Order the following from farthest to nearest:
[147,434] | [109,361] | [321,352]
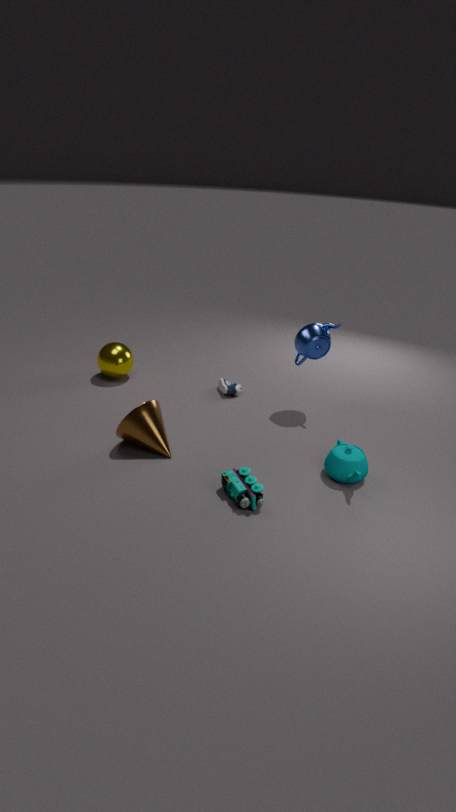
[109,361], [321,352], [147,434]
